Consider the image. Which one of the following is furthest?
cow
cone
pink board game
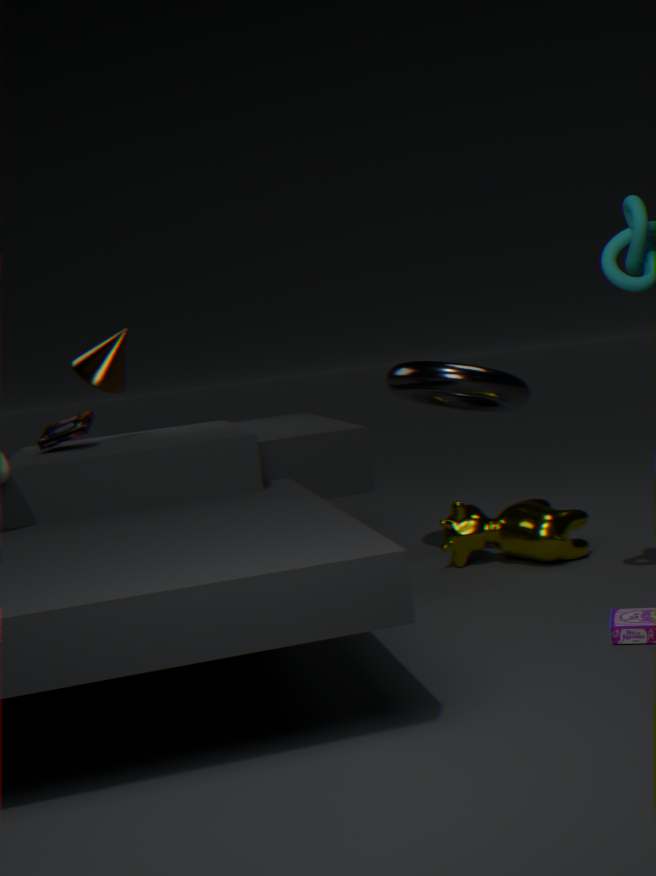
cone
